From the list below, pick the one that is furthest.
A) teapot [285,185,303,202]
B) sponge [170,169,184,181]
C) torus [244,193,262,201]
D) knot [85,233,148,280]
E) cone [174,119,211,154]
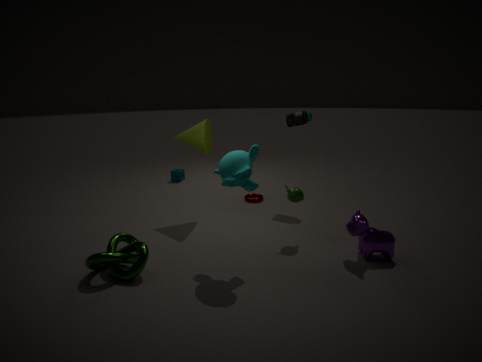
B. sponge [170,169,184,181]
